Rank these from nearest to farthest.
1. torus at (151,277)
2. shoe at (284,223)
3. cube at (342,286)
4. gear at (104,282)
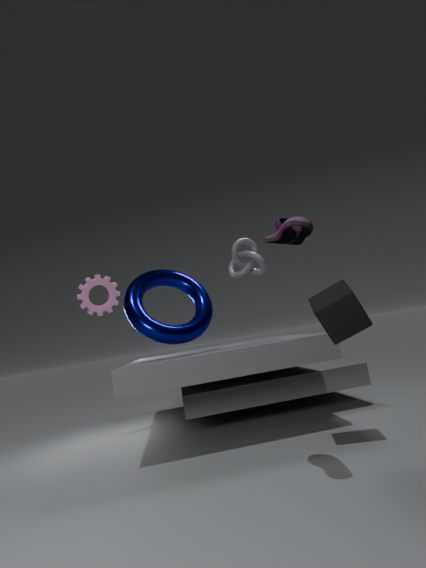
shoe at (284,223) < cube at (342,286) < torus at (151,277) < gear at (104,282)
